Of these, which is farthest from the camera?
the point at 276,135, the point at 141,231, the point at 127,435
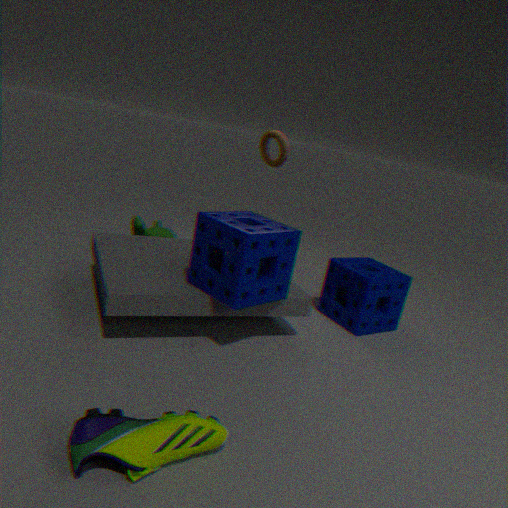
the point at 276,135
